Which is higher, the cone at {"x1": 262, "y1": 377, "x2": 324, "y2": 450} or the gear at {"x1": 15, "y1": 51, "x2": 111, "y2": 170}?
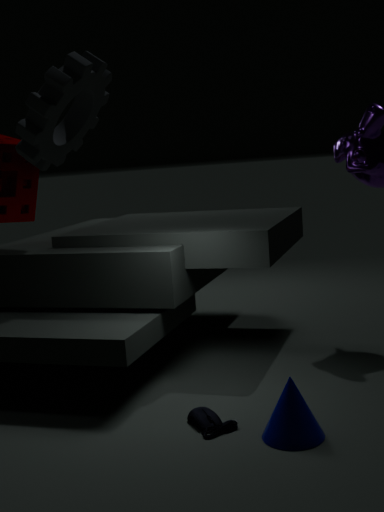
the gear at {"x1": 15, "y1": 51, "x2": 111, "y2": 170}
